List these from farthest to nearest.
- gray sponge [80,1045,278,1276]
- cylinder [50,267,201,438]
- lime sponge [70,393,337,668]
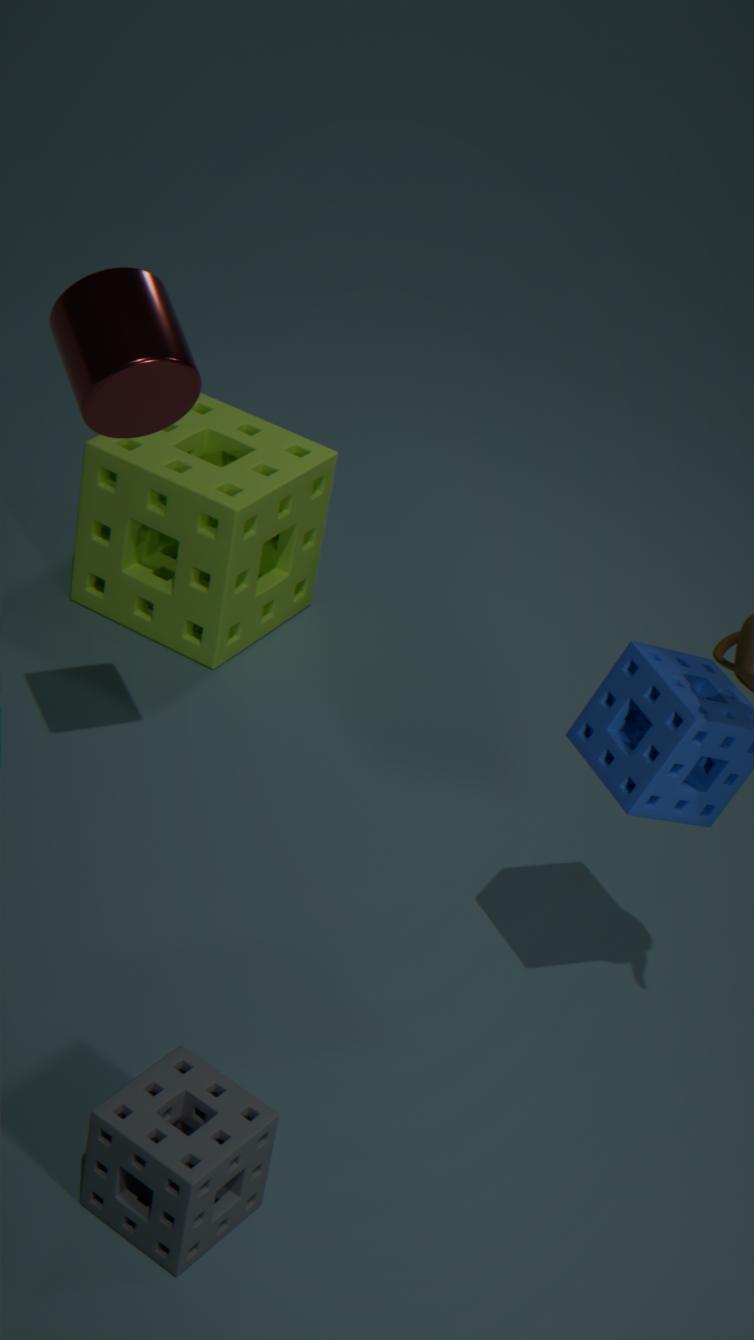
lime sponge [70,393,337,668] → cylinder [50,267,201,438] → gray sponge [80,1045,278,1276]
